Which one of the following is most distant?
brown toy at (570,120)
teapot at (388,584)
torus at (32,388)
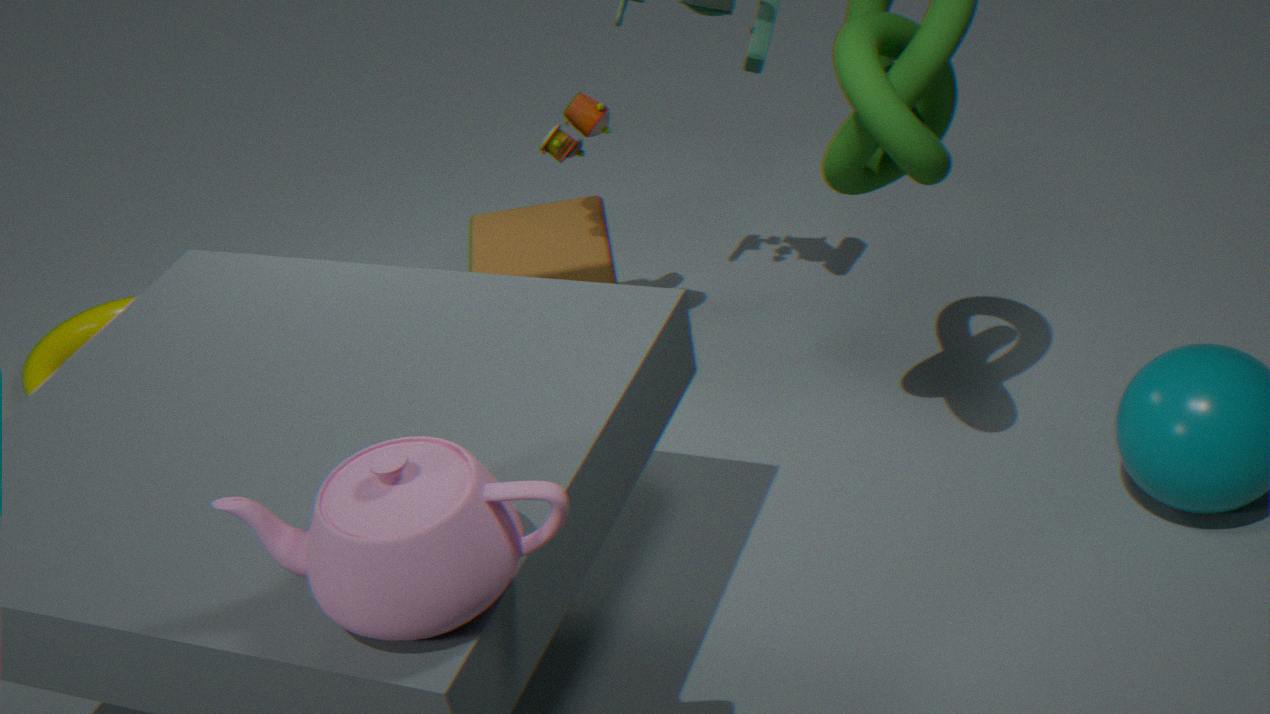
torus at (32,388)
